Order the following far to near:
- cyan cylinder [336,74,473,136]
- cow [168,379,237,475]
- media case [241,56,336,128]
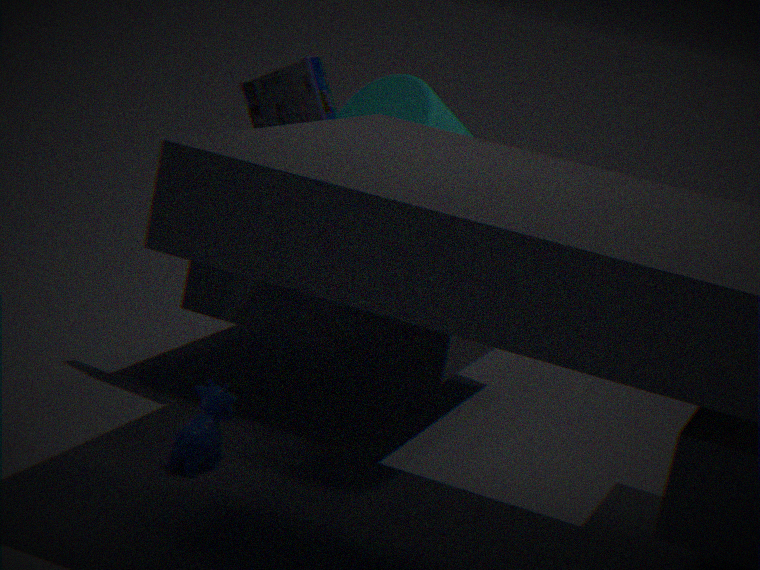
cyan cylinder [336,74,473,136]
media case [241,56,336,128]
cow [168,379,237,475]
